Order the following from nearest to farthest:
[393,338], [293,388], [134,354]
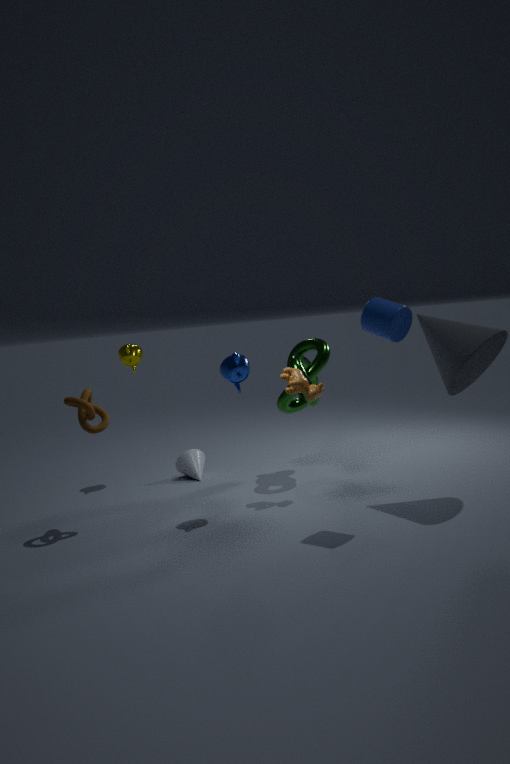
[393,338]
[293,388]
[134,354]
